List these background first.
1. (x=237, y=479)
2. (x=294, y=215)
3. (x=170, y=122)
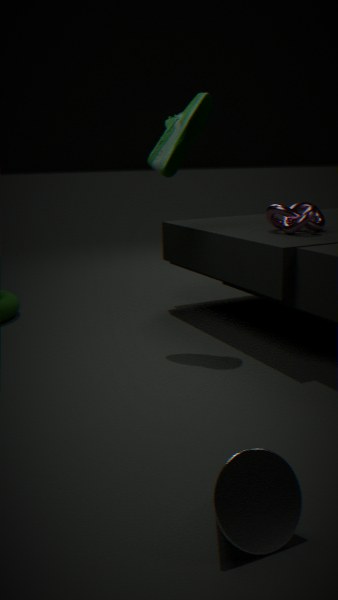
1. (x=294, y=215)
2. (x=170, y=122)
3. (x=237, y=479)
